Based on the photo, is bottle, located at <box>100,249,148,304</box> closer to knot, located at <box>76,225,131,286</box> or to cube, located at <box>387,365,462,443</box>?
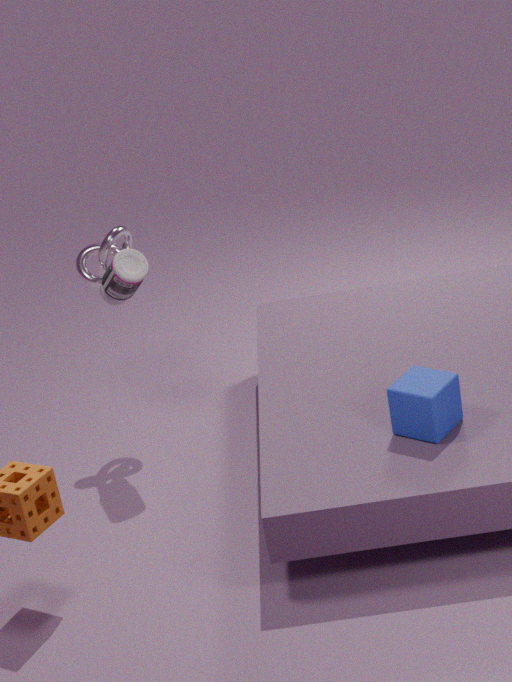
knot, located at <box>76,225,131,286</box>
